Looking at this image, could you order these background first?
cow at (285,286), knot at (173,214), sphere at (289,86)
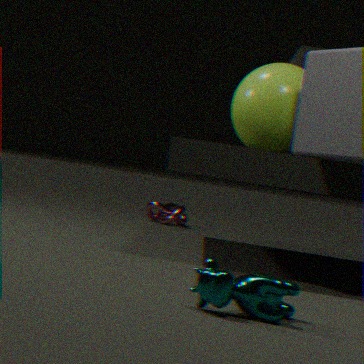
knot at (173,214) < sphere at (289,86) < cow at (285,286)
